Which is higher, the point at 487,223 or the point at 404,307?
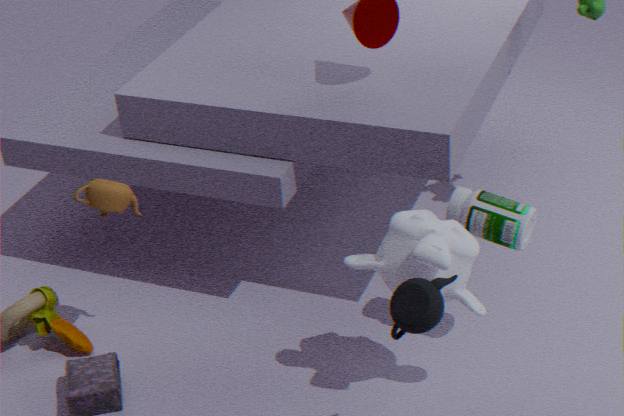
the point at 404,307
